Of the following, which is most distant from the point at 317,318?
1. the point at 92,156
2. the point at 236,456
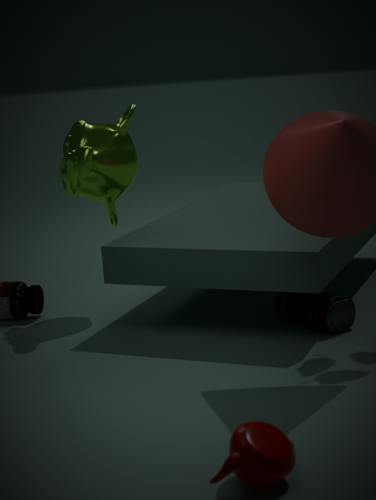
the point at 236,456
